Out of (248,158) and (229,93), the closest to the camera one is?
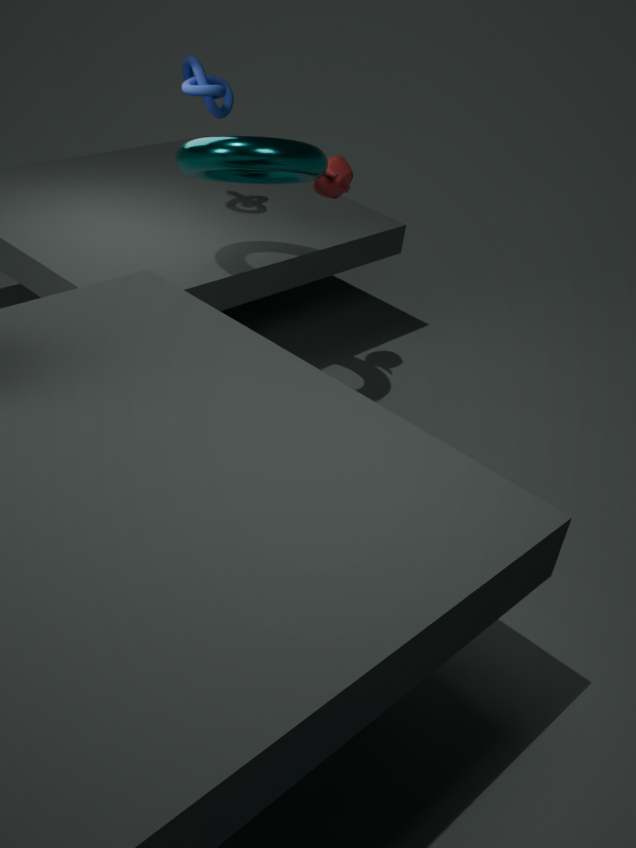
(248,158)
